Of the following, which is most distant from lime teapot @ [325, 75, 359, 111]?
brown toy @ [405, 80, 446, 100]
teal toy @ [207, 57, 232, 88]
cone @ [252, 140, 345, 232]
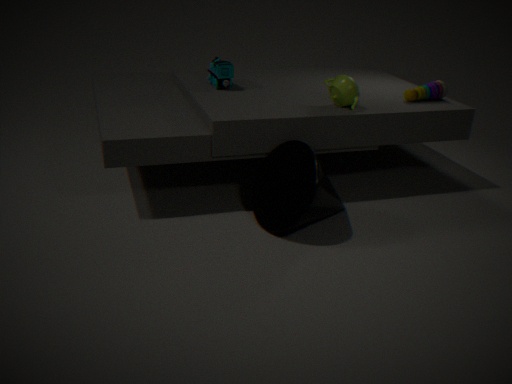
teal toy @ [207, 57, 232, 88]
